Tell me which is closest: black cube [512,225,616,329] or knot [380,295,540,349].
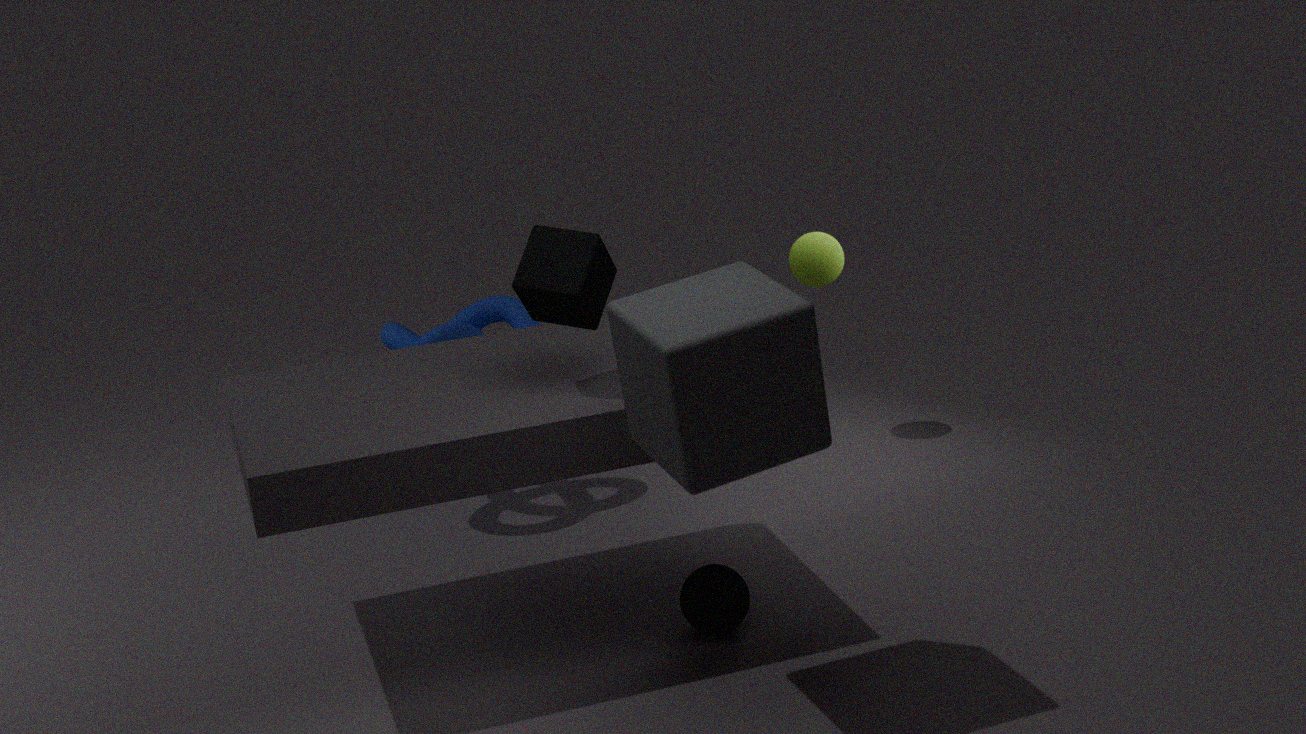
black cube [512,225,616,329]
